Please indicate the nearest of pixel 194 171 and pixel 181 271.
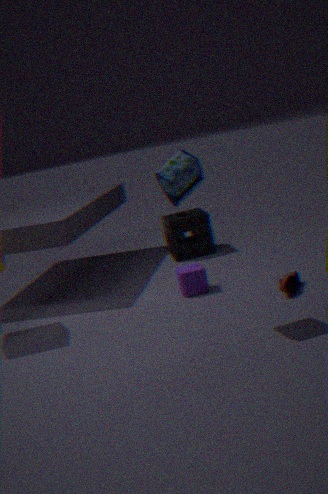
pixel 194 171
